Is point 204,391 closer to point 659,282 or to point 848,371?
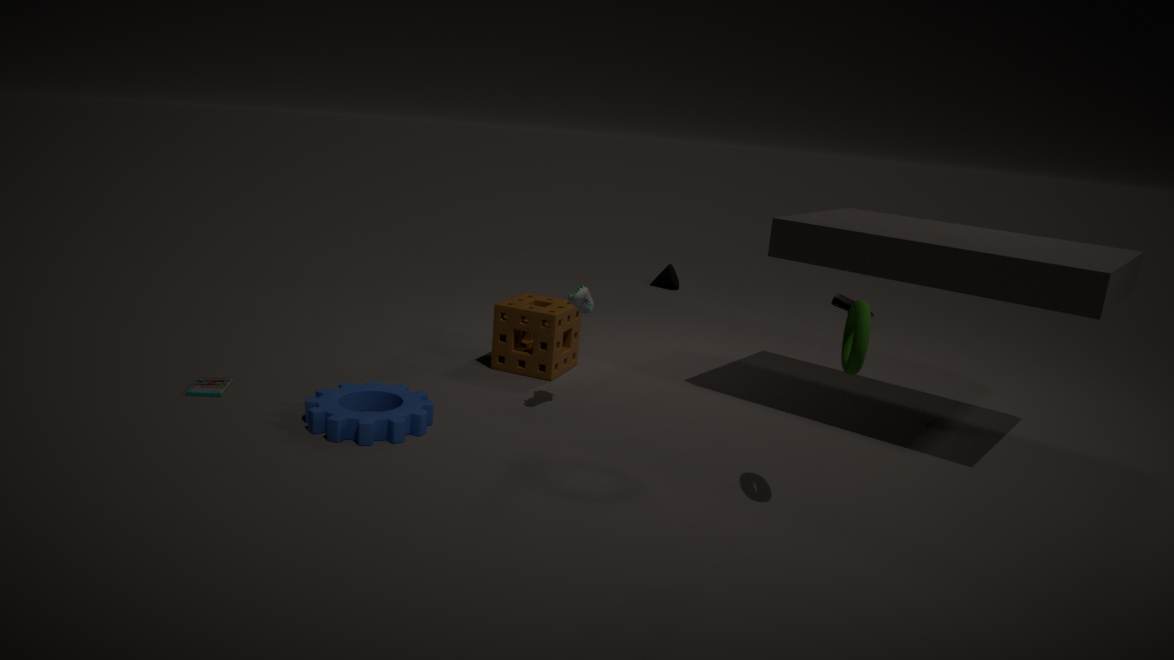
point 848,371
